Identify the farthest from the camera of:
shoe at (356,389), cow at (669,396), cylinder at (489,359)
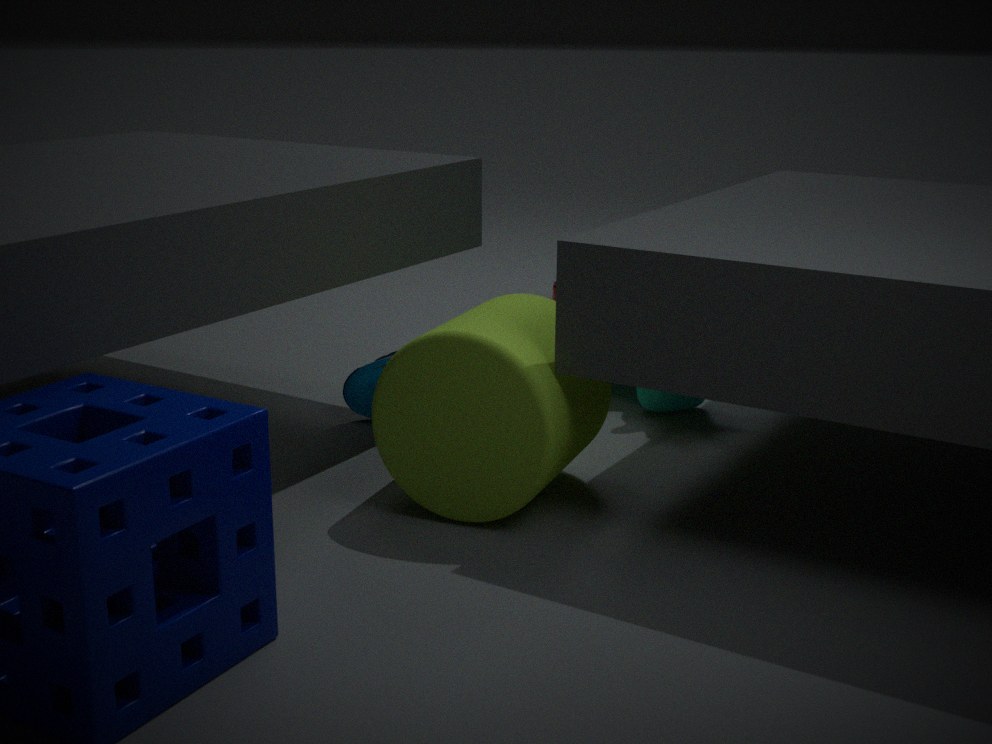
cow at (669,396)
